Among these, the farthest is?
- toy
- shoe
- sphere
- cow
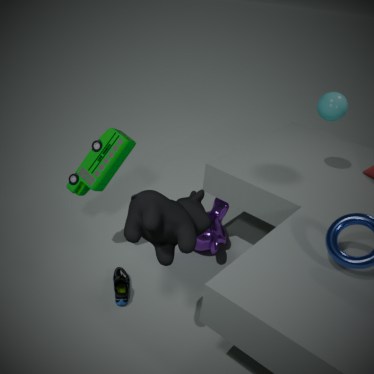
sphere
